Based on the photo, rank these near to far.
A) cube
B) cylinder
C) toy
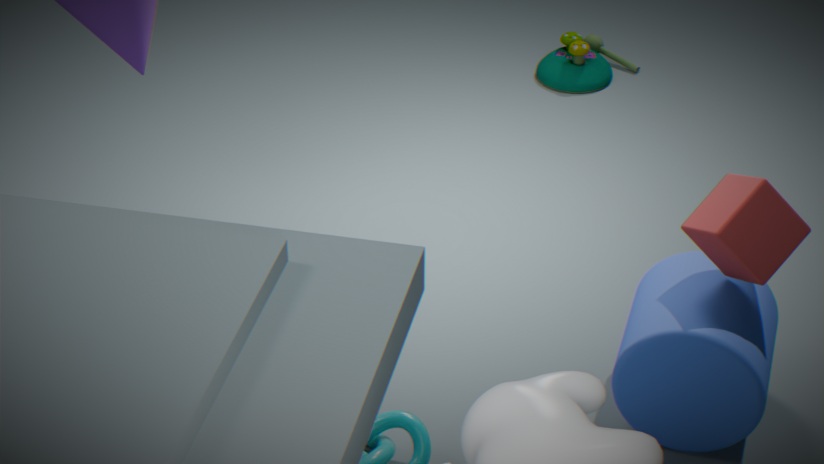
cube < cylinder < toy
